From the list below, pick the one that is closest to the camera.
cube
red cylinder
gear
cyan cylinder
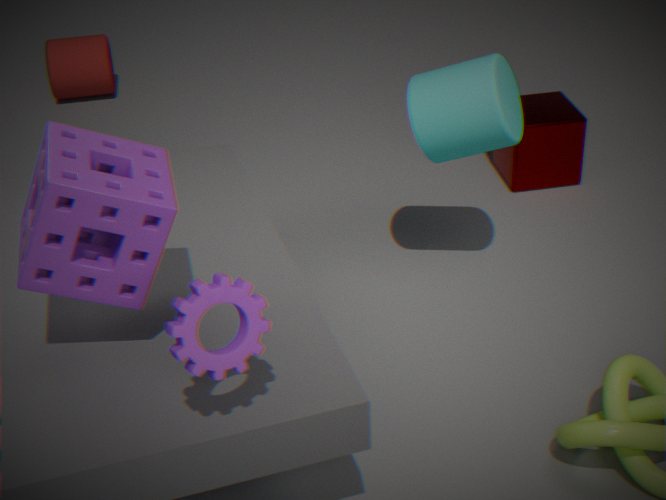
gear
